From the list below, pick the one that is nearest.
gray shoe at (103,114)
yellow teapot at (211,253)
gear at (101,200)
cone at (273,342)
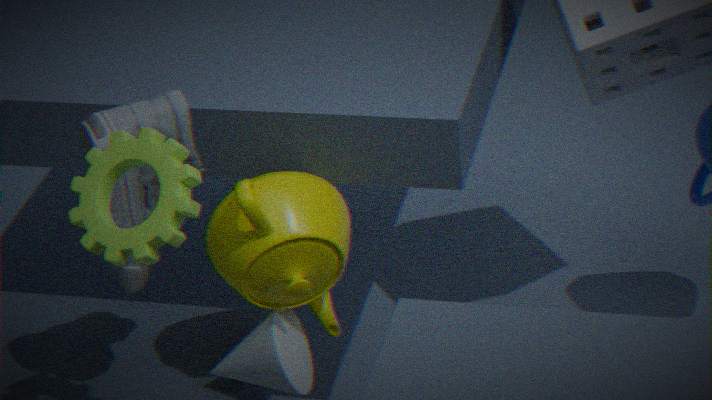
gear at (101,200)
